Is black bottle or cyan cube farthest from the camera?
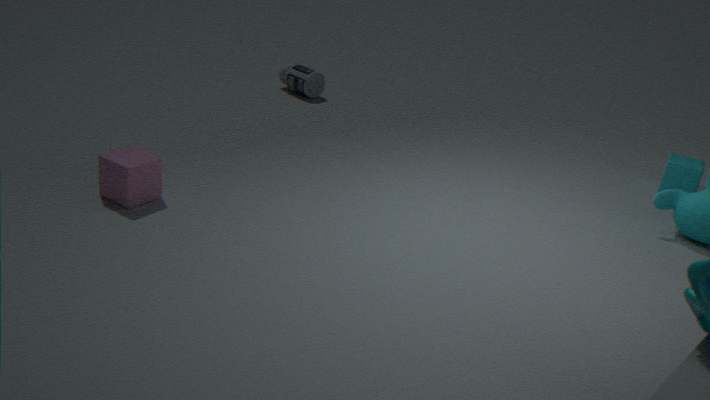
black bottle
